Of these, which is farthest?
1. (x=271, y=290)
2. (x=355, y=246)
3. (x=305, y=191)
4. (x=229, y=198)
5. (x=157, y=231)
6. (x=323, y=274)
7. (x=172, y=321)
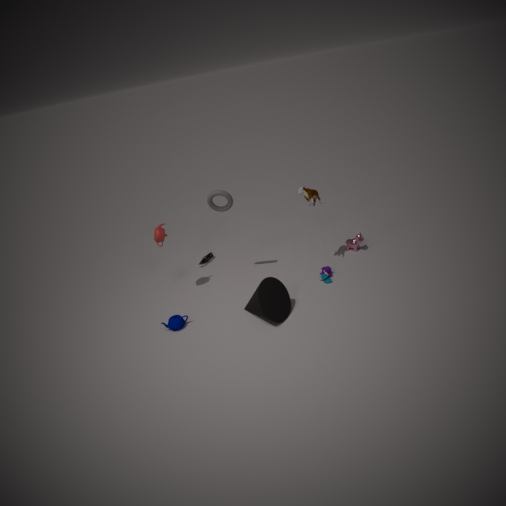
(x=355, y=246)
